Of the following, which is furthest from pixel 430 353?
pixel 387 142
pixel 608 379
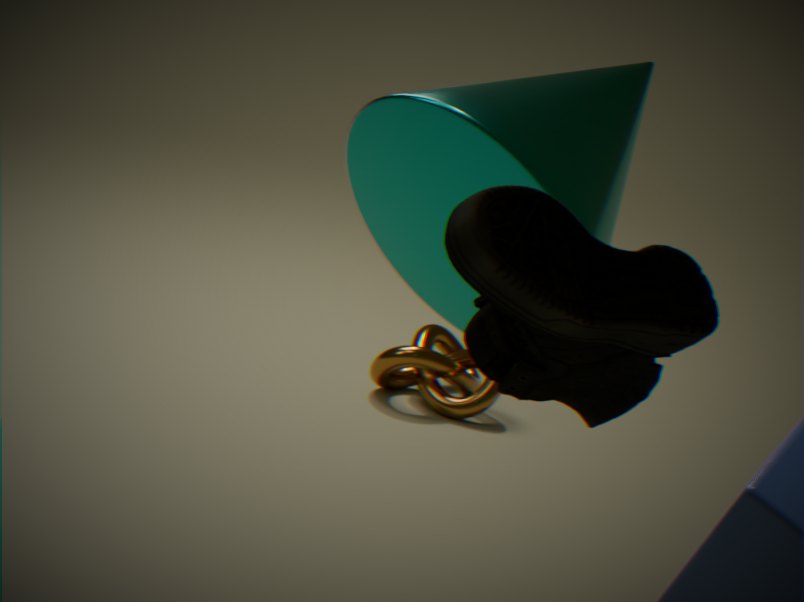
pixel 608 379
